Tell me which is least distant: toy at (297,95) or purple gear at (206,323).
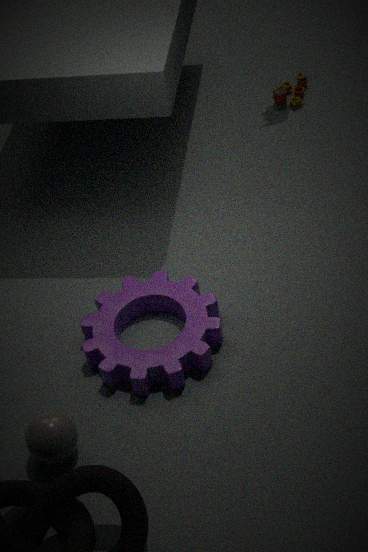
purple gear at (206,323)
